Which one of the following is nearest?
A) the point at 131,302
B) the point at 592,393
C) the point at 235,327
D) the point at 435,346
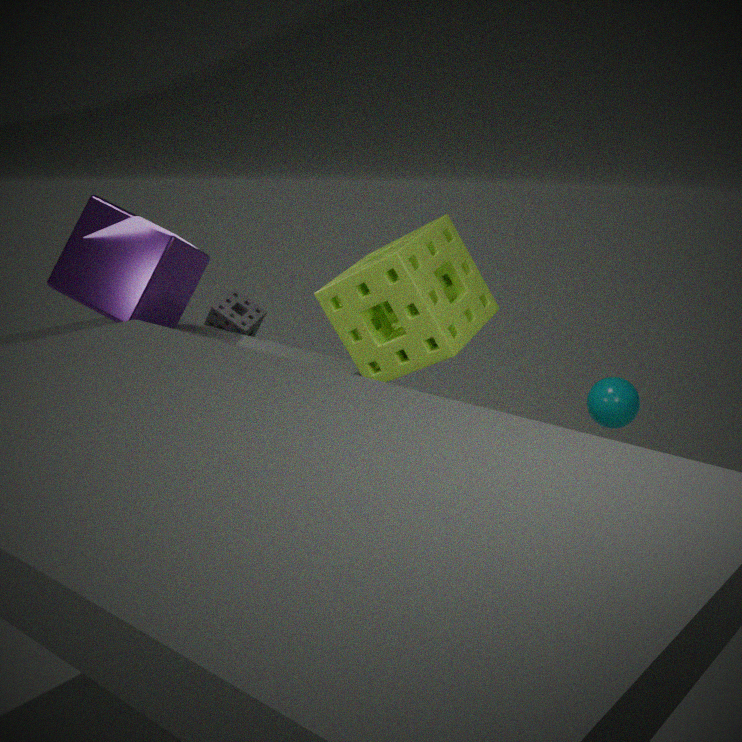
the point at 435,346
